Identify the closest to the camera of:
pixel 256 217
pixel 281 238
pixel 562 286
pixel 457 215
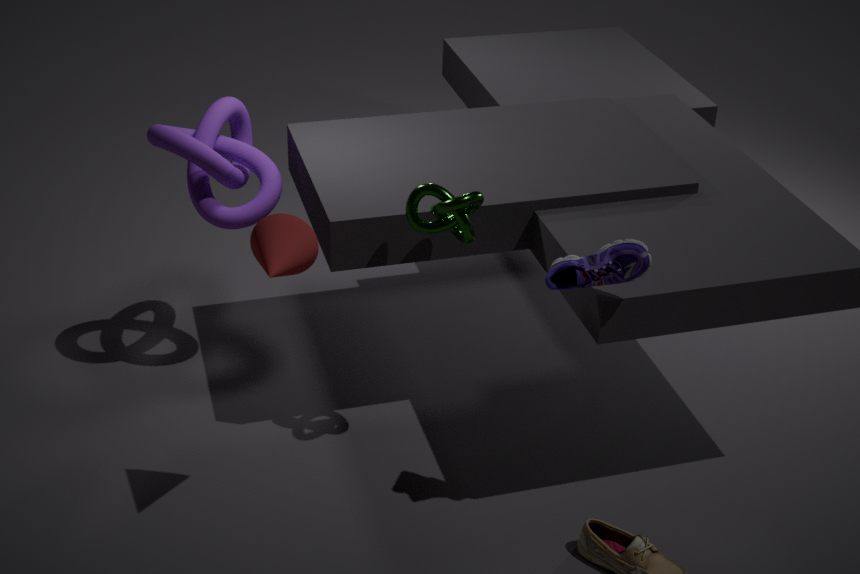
pixel 281 238
